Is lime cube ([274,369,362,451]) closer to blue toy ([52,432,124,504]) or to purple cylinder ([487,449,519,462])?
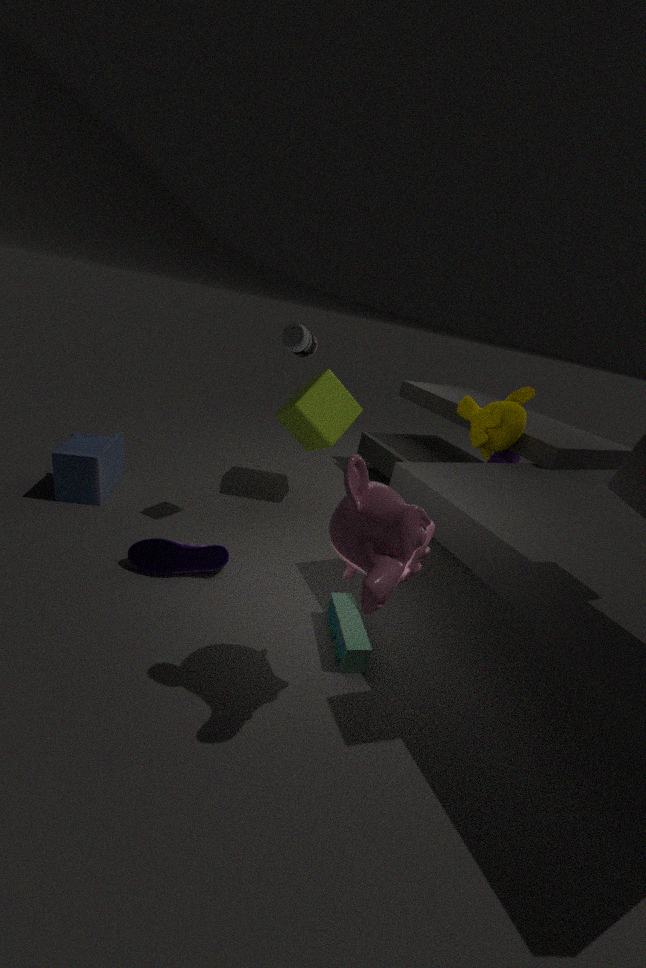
blue toy ([52,432,124,504])
